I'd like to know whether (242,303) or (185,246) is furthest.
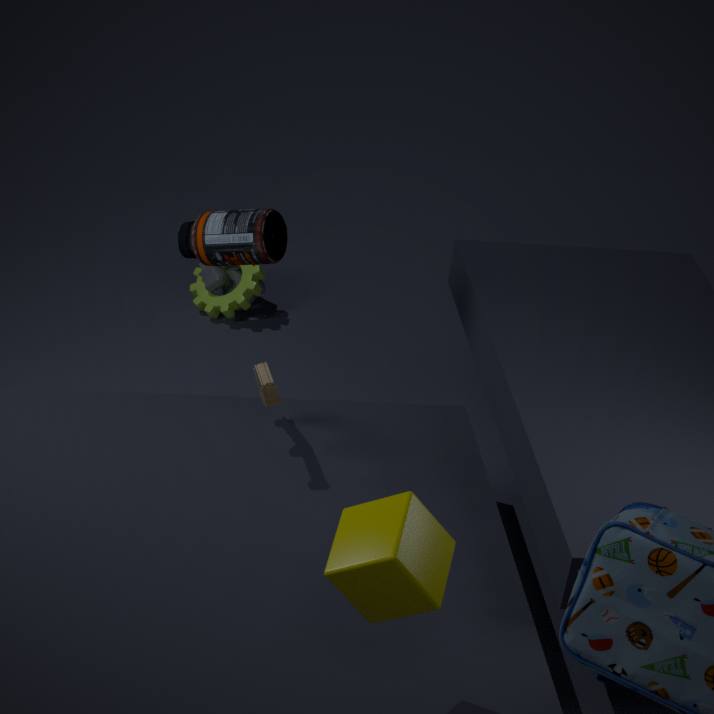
(242,303)
